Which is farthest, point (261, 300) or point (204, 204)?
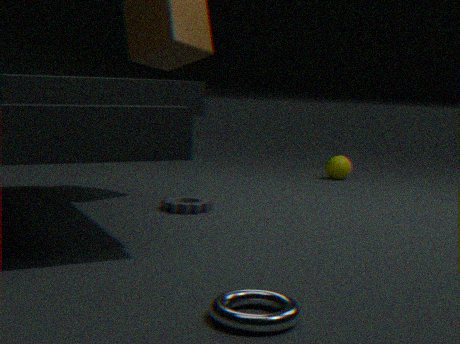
point (204, 204)
